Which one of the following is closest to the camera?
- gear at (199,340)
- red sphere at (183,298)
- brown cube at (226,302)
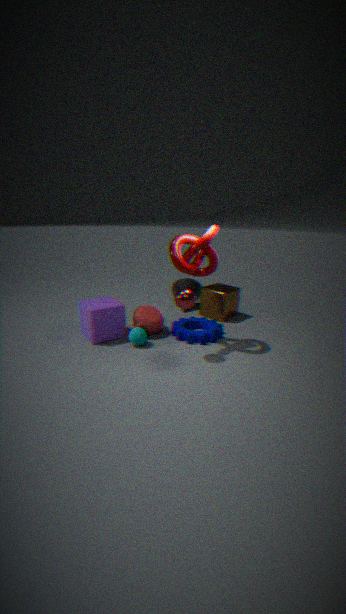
red sphere at (183,298)
